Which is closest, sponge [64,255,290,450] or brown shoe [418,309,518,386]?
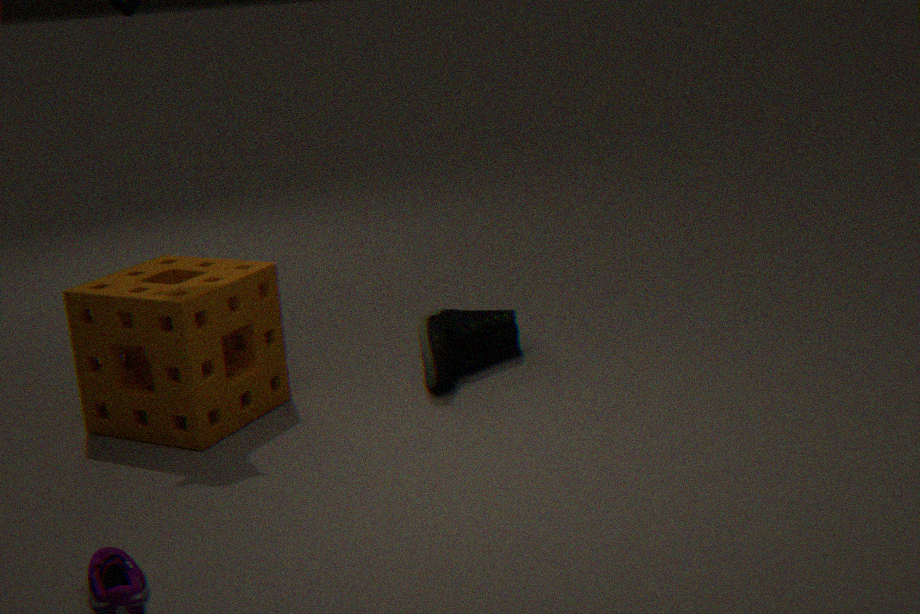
sponge [64,255,290,450]
